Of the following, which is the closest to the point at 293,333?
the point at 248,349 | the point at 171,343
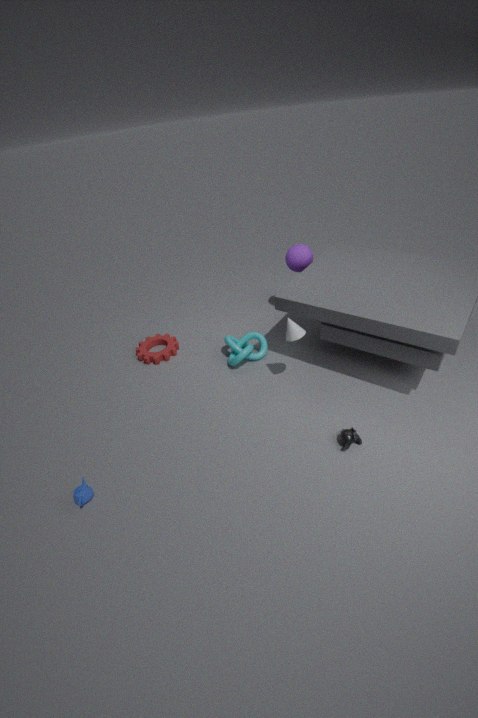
the point at 248,349
